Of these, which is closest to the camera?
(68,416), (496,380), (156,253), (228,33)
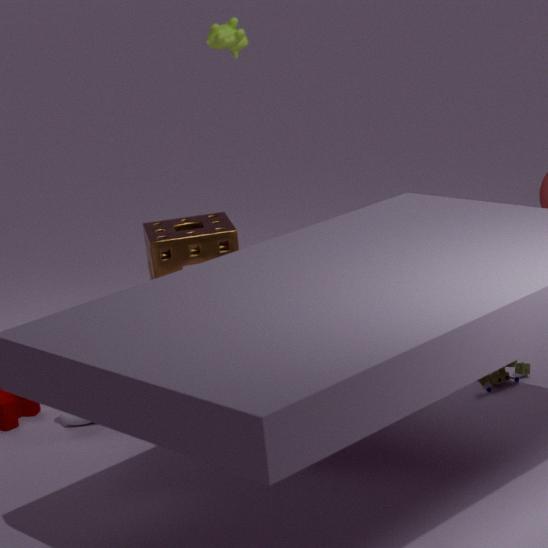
(496,380)
